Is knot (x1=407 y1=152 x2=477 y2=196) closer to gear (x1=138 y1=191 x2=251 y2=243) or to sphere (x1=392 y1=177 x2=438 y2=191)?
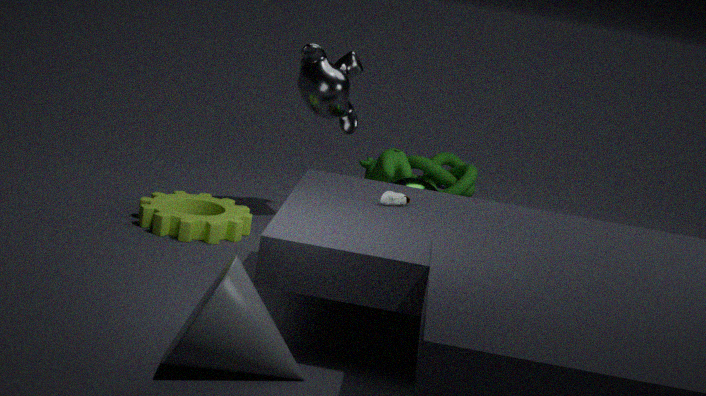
sphere (x1=392 y1=177 x2=438 y2=191)
